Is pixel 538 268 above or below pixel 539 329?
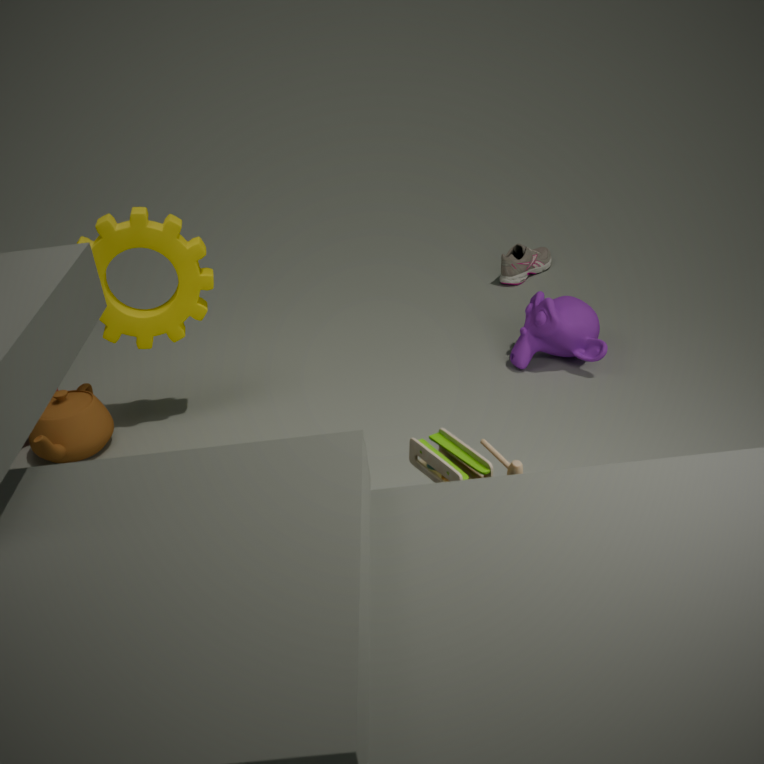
below
